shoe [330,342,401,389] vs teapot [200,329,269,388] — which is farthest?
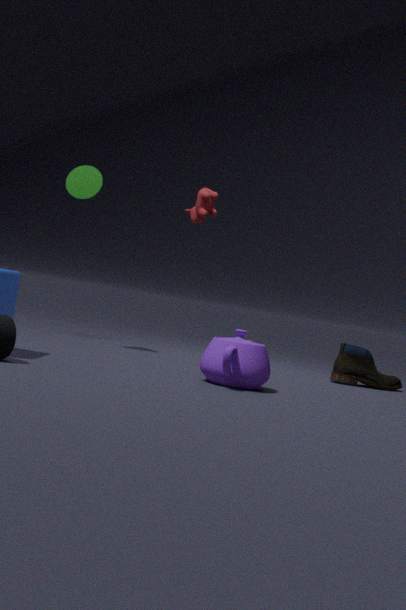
shoe [330,342,401,389]
